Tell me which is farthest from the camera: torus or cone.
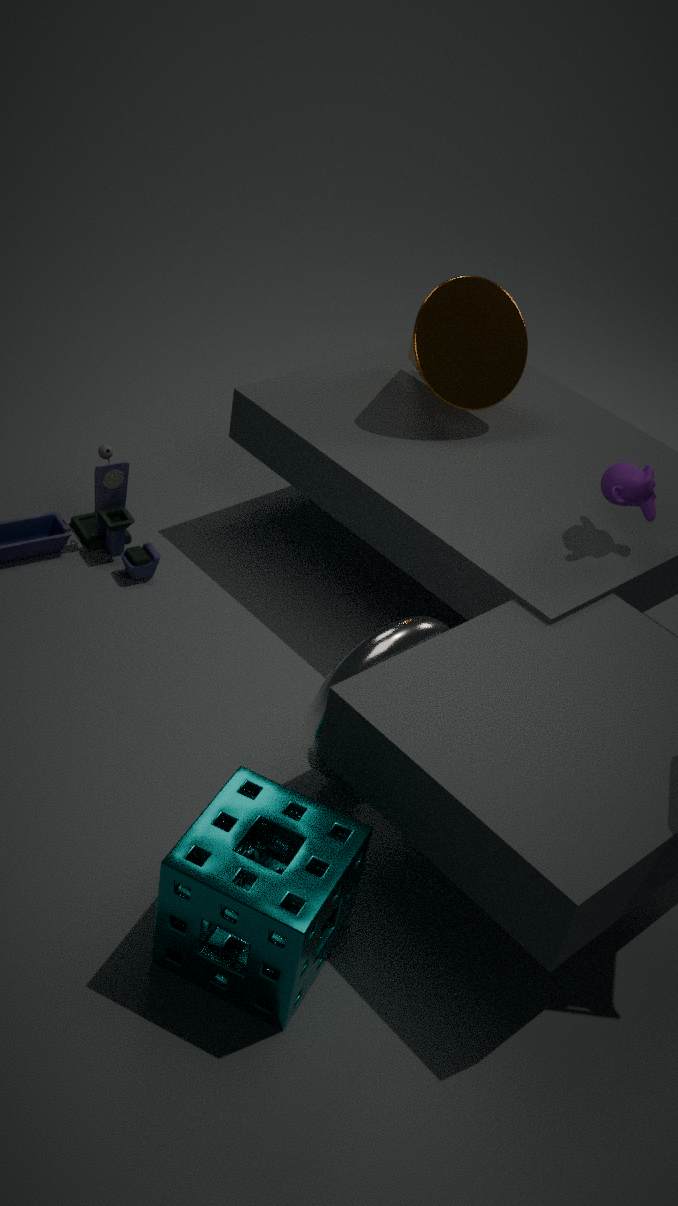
cone
